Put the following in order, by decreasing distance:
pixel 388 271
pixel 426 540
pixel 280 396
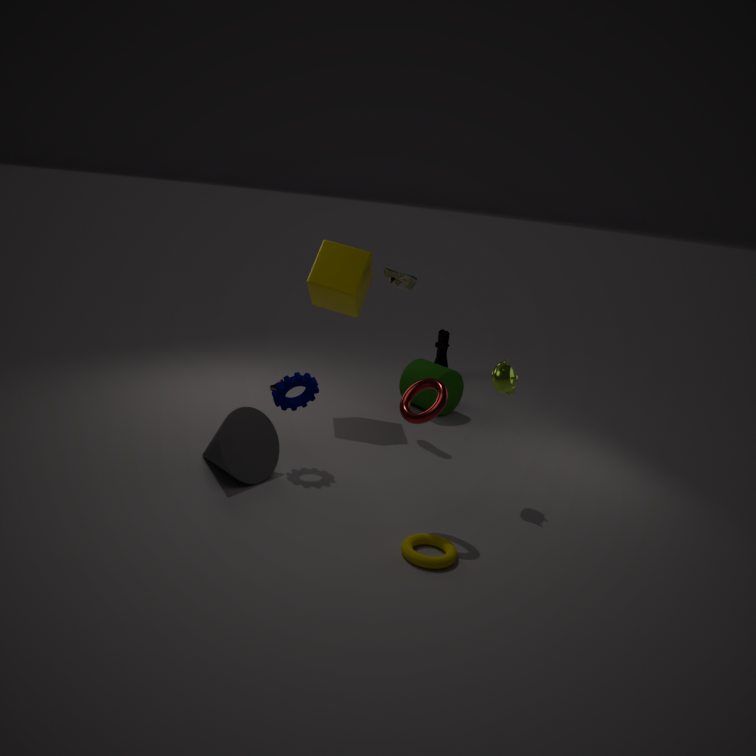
pixel 388 271 < pixel 280 396 < pixel 426 540
